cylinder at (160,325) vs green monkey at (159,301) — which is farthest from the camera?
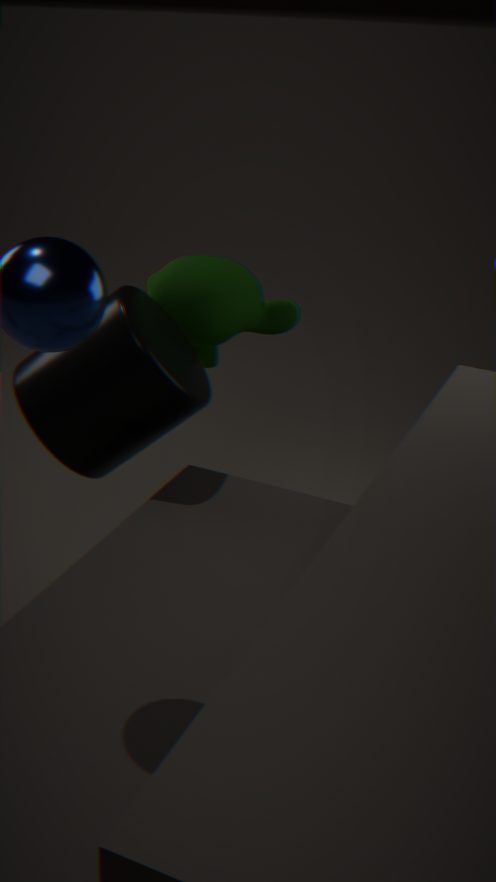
green monkey at (159,301)
